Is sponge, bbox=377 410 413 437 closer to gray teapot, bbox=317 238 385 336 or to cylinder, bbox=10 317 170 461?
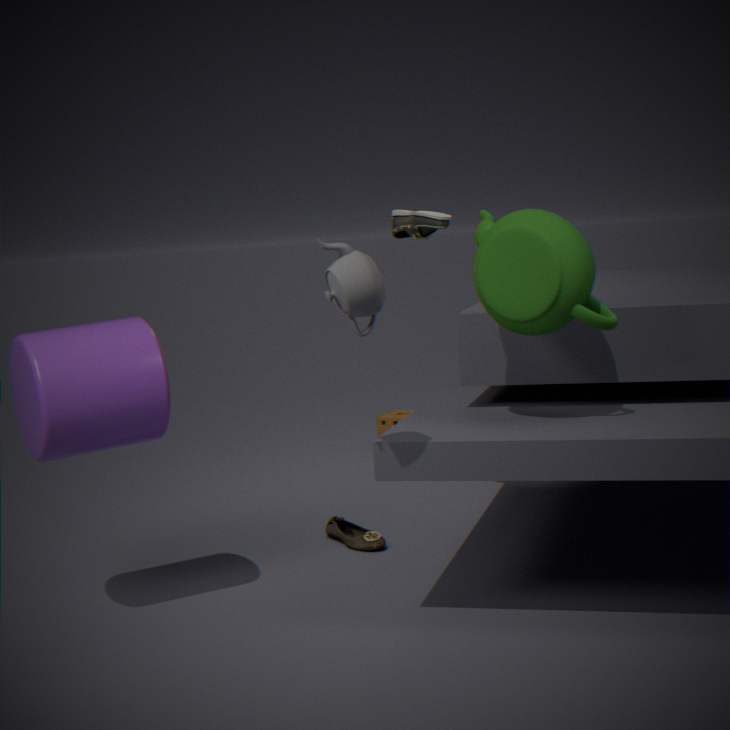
cylinder, bbox=10 317 170 461
